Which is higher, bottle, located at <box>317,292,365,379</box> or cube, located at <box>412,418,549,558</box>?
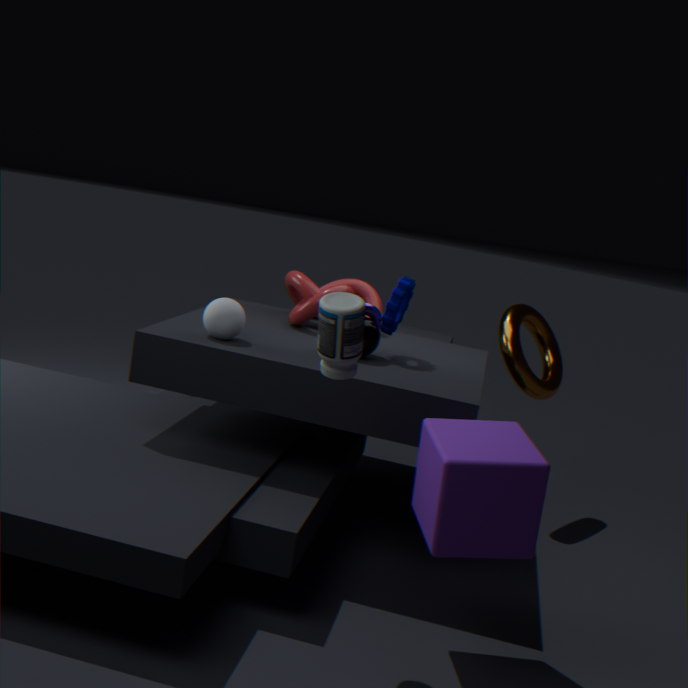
bottle, located at <box>317,292,365,379</box>
